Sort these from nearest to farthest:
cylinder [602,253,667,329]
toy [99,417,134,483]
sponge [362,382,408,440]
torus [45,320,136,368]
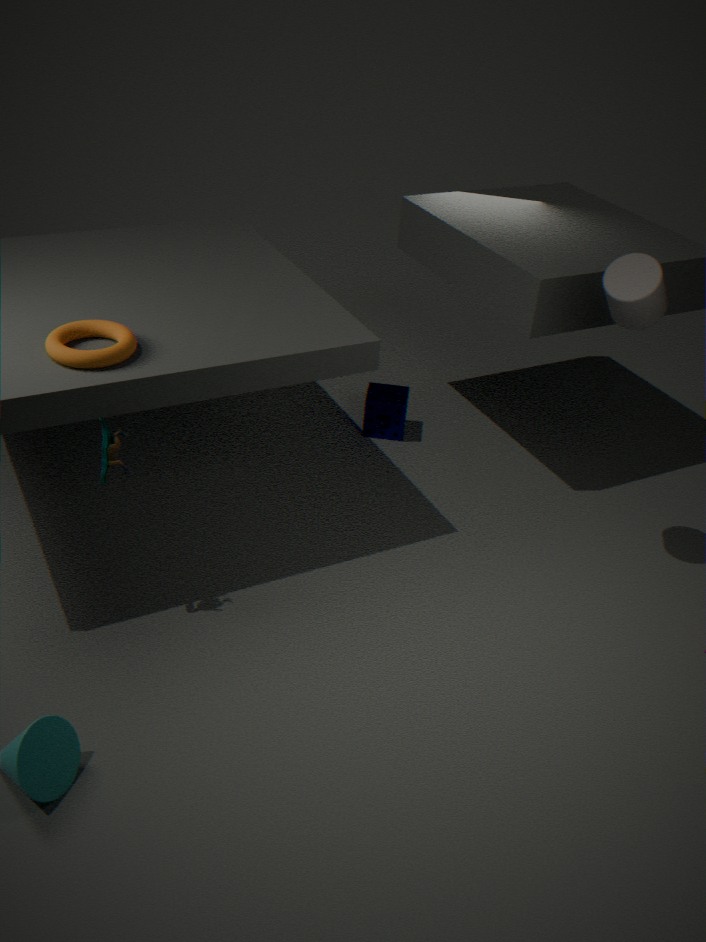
toy [99,417,134,483]
torus [45,320,136,368]
cylinder [602,253,667,329]
sponge [362,382,408,440]
